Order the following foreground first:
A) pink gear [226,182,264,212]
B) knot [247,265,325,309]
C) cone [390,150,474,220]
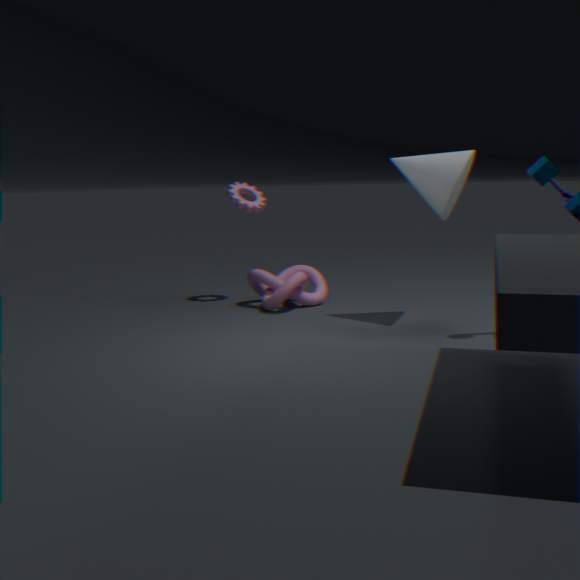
cone [390,150,474,220]
knot [247,265,325,309]
pink gear [226,182,264,212]
